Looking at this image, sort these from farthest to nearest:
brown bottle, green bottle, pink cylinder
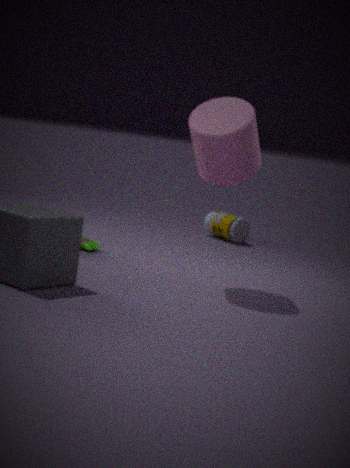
brown bottle
green bottle
pink cylinder
